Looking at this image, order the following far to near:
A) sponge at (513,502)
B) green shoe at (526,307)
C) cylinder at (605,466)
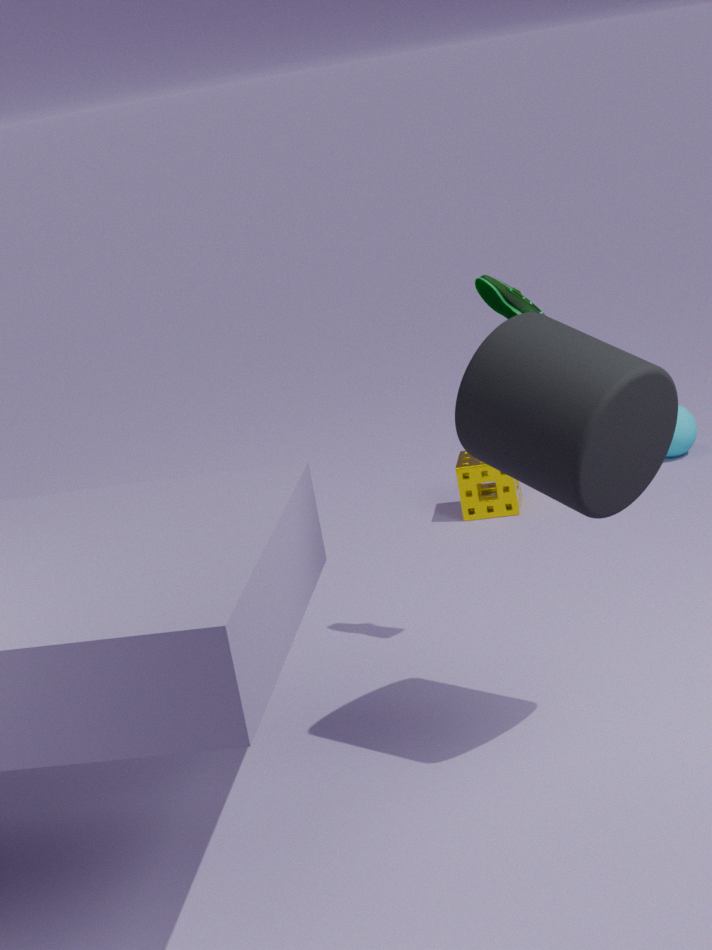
sponge at (513,502), green shoe at (526,307), cylinder at (605,466)
